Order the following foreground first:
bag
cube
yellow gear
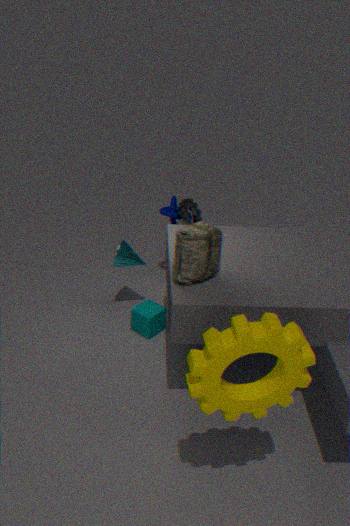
yellow gear → bag → cube
